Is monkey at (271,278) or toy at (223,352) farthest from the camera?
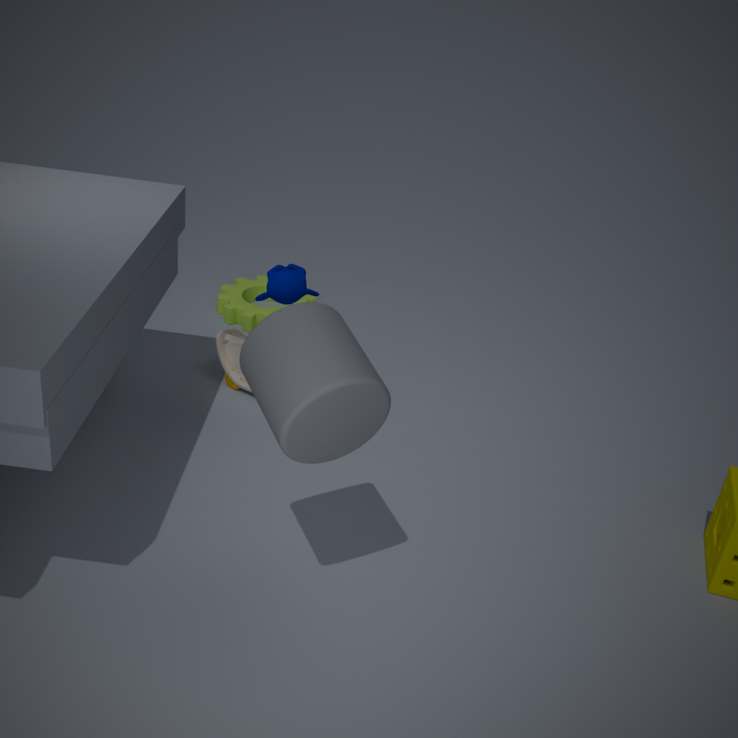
toy at (223,352)
